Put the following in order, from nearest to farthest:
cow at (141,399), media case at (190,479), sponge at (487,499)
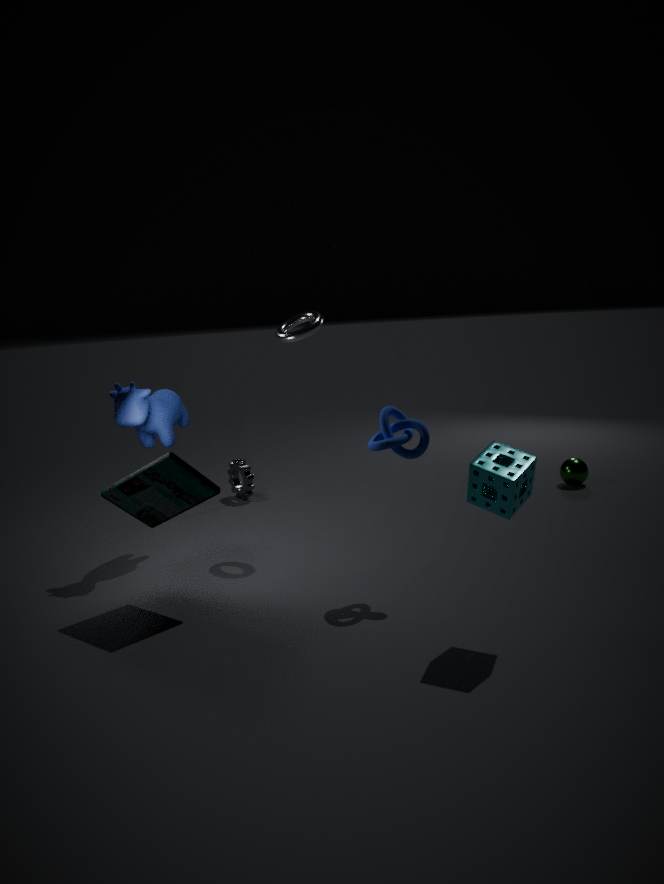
sponge at (487,499) → media case at (190,479) → cow at (141,399)
